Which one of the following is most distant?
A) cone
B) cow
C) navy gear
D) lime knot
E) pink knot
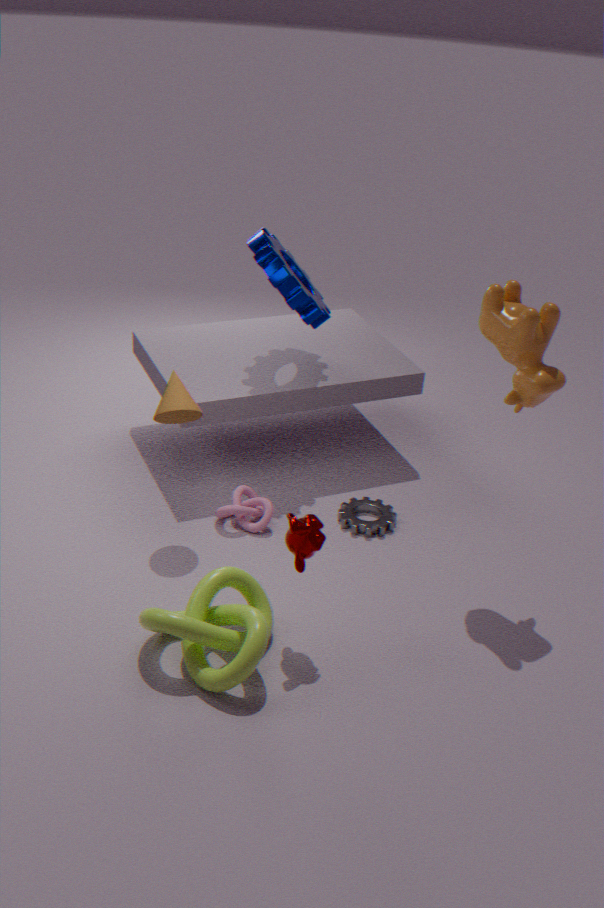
navy gear
